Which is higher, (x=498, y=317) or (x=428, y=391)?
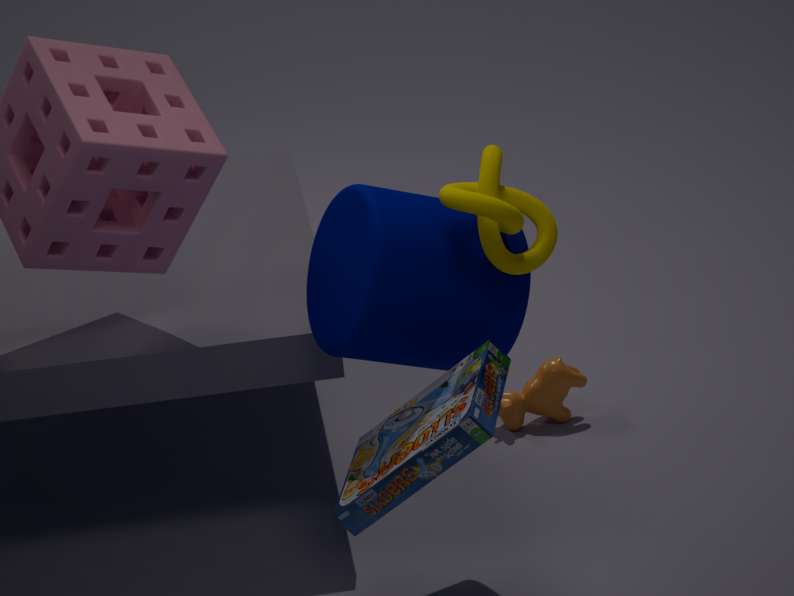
(x=498, y=317)
